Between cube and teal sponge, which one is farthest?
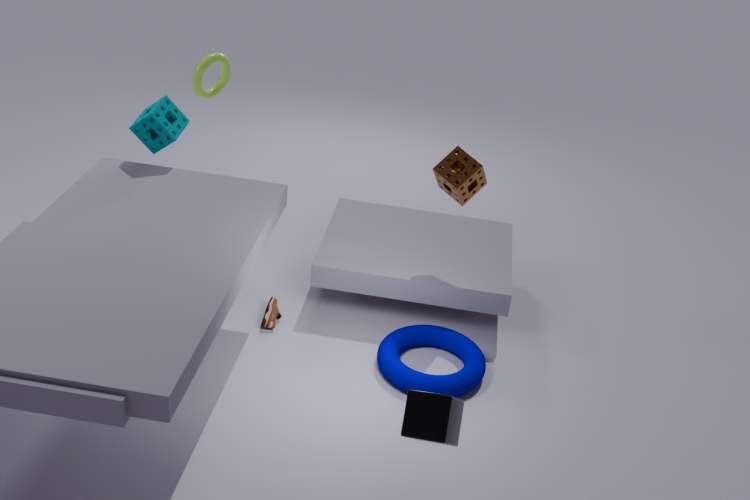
teal sponge
